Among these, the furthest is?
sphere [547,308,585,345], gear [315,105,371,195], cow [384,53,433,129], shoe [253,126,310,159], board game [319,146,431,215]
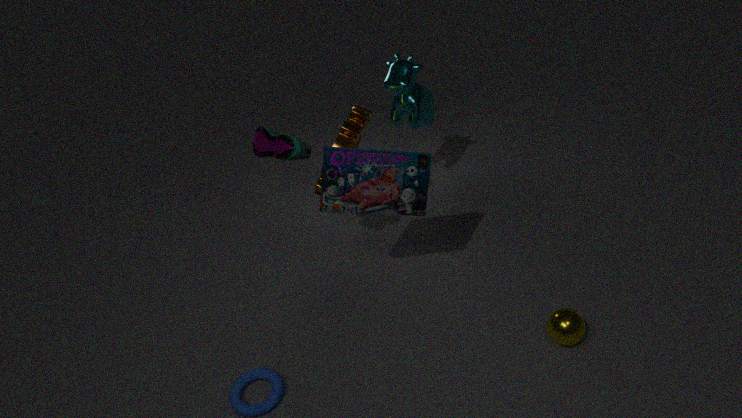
cow [384,53,433,129]
